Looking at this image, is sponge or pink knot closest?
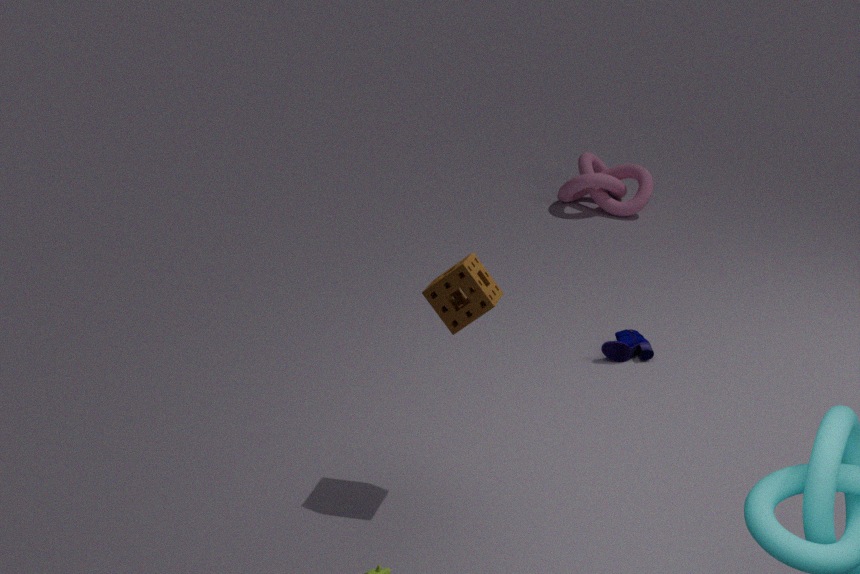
sponge
